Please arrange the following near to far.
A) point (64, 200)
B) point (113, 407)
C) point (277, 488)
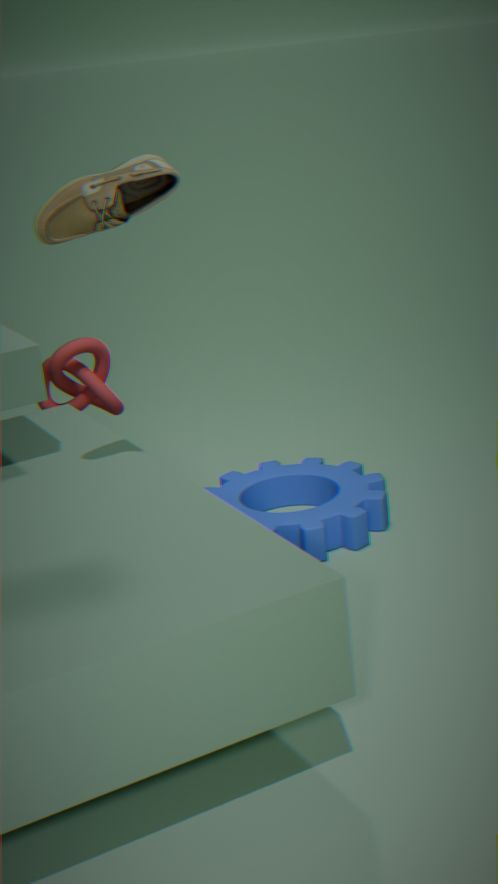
point (64, 200) → point (113, 407) → point (277, 488)
